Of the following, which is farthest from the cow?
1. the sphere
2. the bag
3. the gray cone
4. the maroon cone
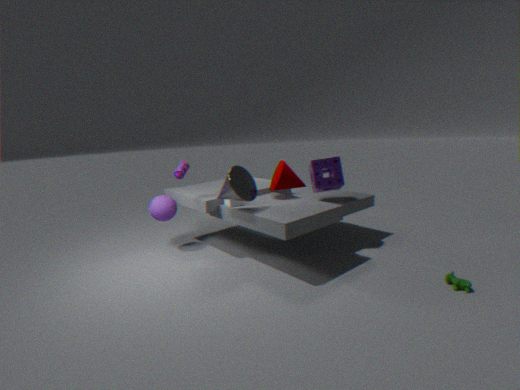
the sphere
